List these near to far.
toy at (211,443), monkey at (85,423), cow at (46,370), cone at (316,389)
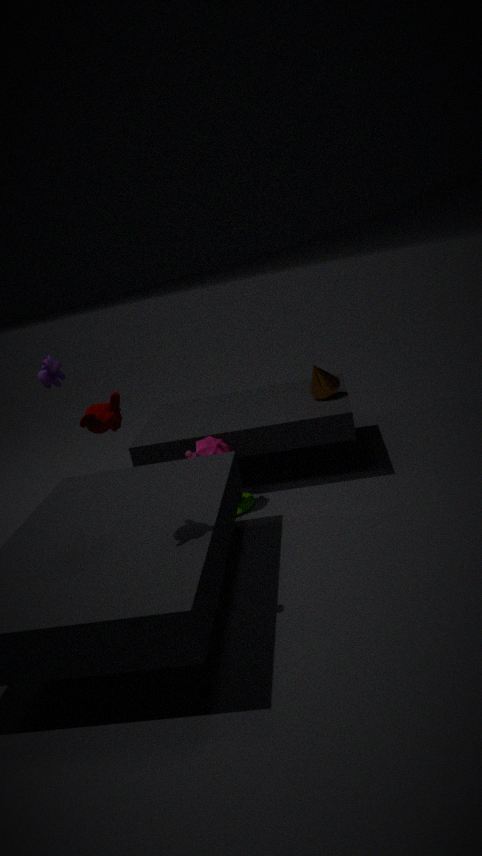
monkey at (85,423) → cow at (46,370) → toy at (211,443) → cone at (316,389)
